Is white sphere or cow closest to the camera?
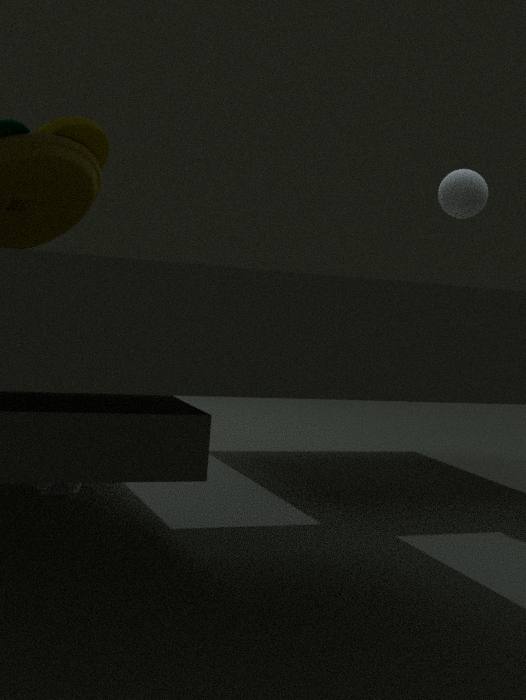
cow
